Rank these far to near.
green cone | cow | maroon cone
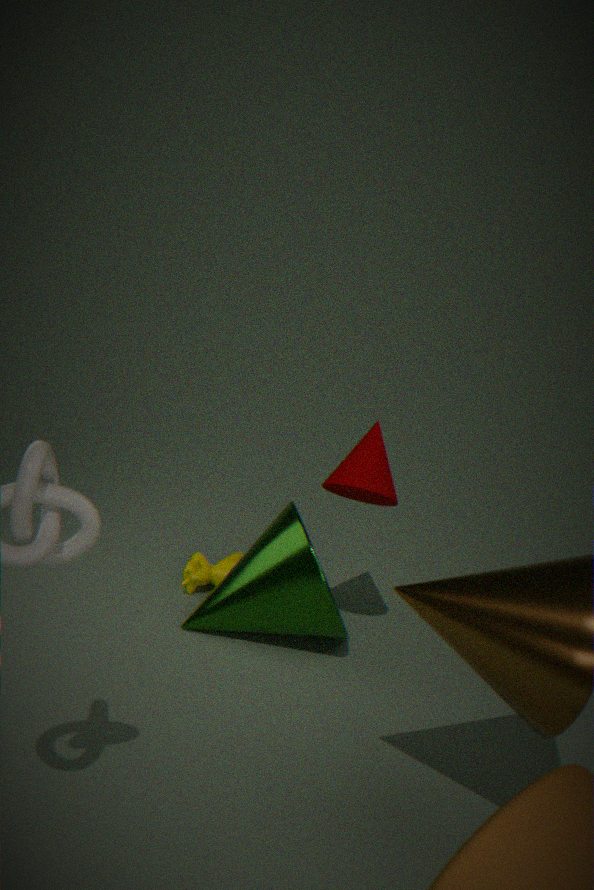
cow → green cone → maroon cone
